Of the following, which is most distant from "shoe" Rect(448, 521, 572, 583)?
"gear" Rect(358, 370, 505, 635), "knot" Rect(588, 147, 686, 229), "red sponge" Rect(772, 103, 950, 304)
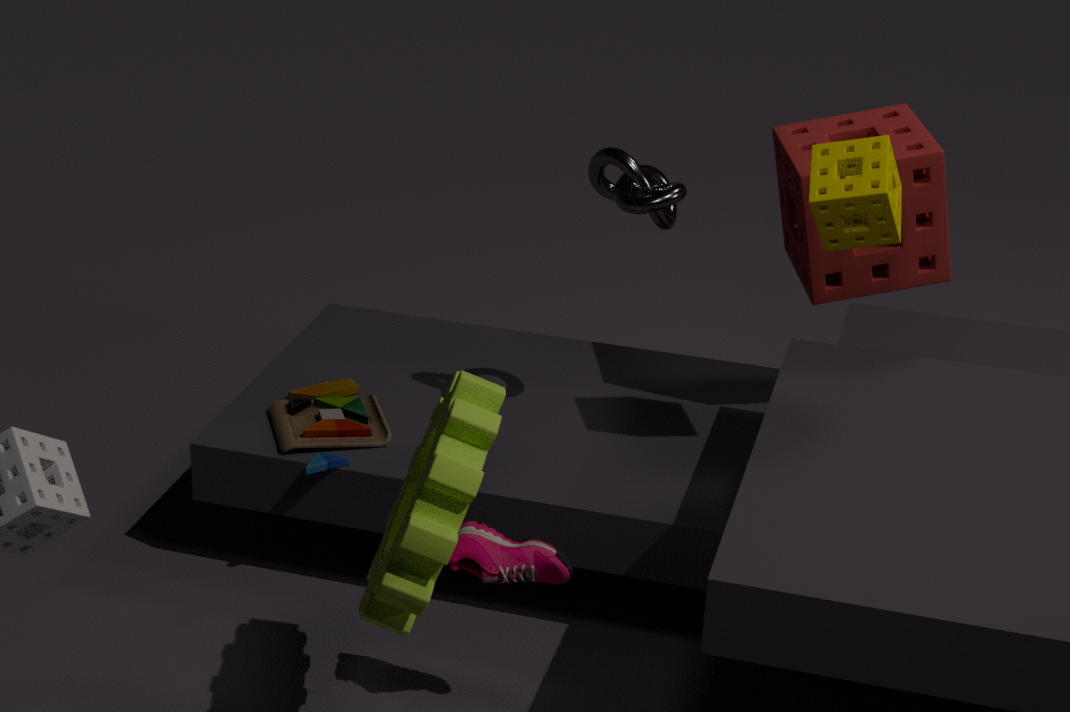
"red sponge" Rect(772, 103, 950, 304)
